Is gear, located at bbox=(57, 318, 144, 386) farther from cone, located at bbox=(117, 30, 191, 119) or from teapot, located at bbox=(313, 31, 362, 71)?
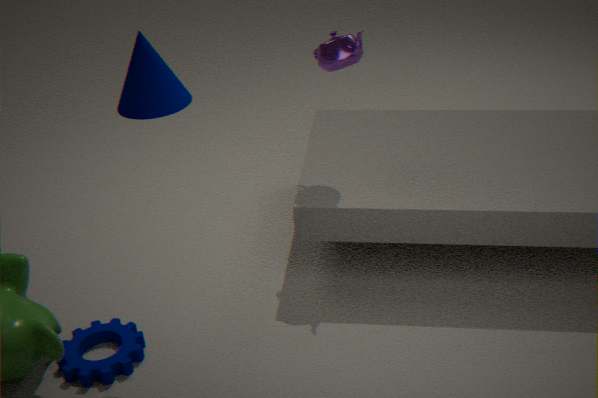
teapot, located at bbox=(313, 31, 362, 71)
